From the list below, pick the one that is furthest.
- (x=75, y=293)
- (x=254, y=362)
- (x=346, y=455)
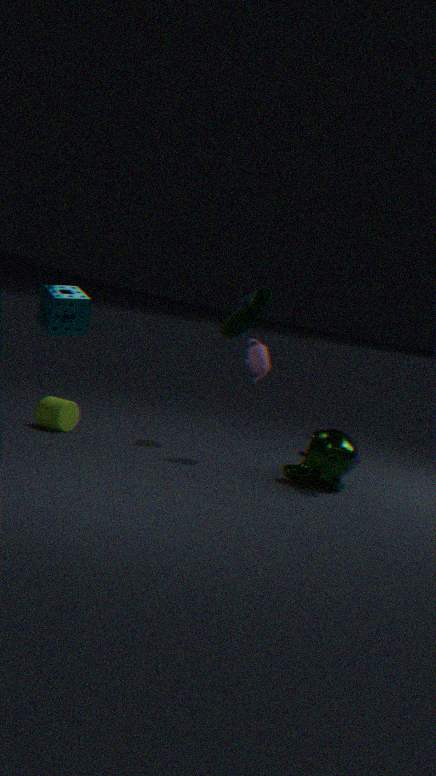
(x=254, y=362)
